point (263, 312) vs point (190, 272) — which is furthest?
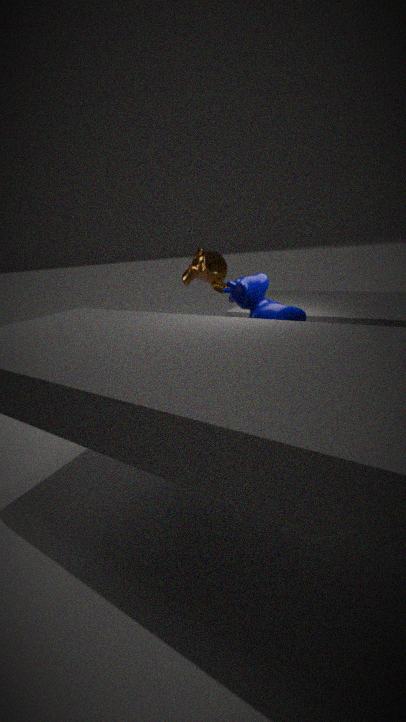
point (190, 272)
